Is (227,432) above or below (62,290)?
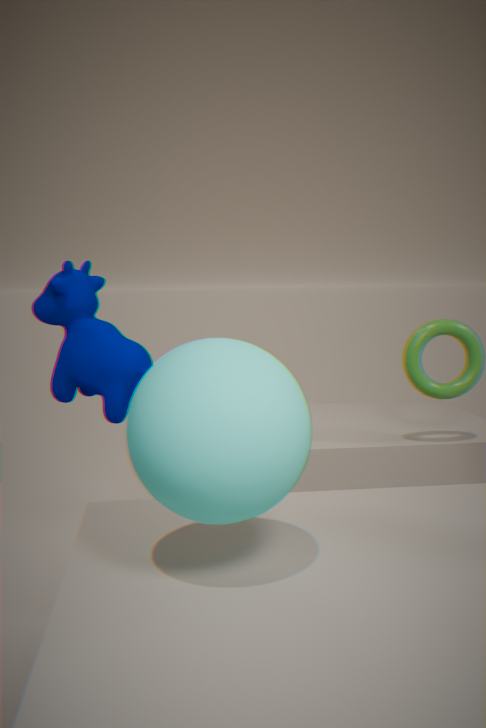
below
